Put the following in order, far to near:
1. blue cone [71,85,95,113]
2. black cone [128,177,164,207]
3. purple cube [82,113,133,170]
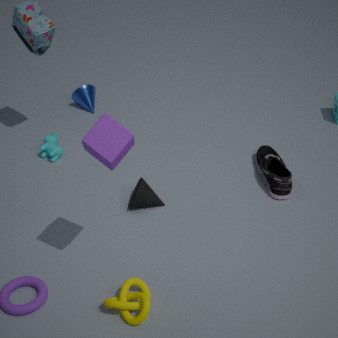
blue cone [71,85,95,113] < black cone [128,177,164,207] < purple cube [82,113,133,170]
